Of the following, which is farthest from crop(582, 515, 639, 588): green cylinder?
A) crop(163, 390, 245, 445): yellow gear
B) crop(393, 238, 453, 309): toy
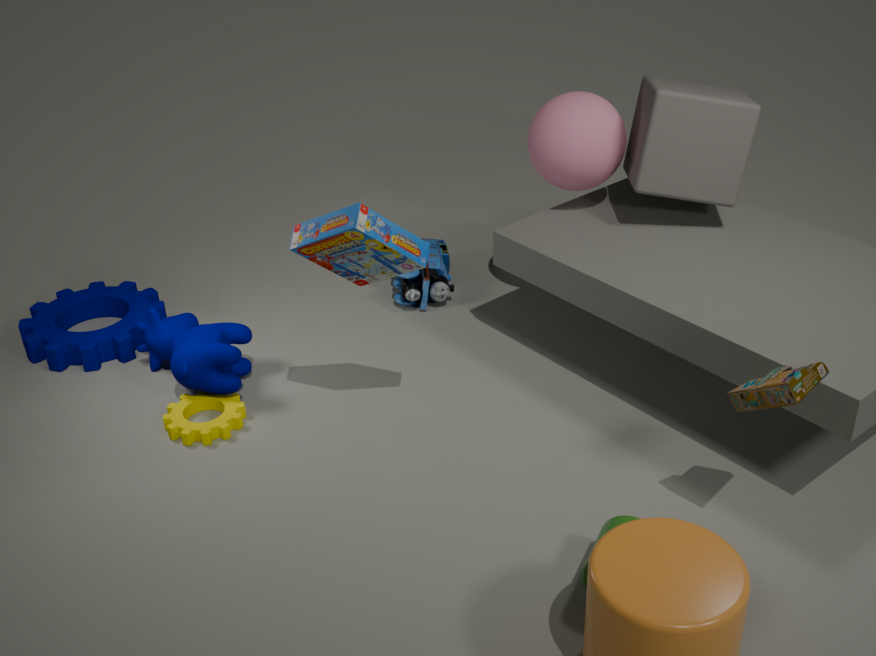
crop(393, 238, 453, 309): toy
